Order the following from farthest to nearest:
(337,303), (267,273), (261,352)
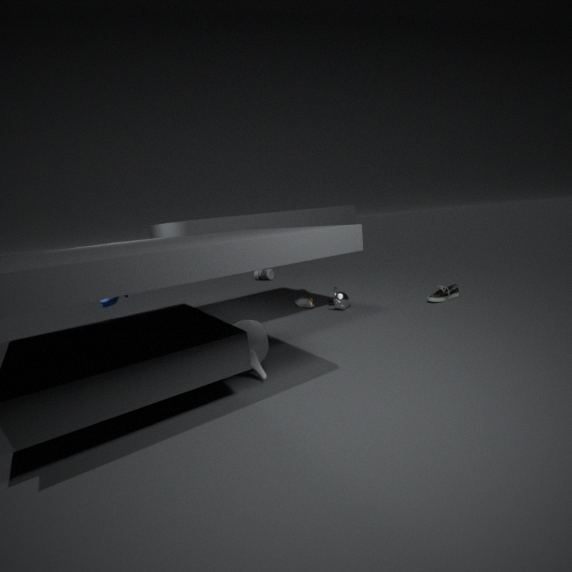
1. (267,273)
2. (337,303)
3. (261,352)
